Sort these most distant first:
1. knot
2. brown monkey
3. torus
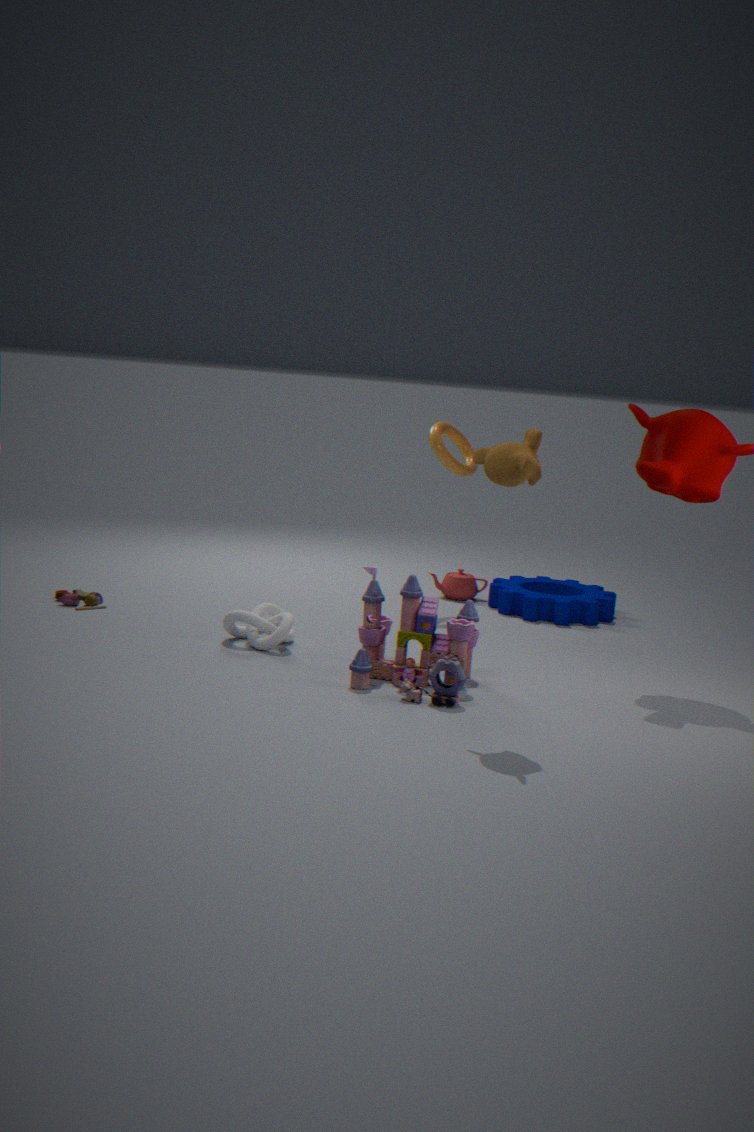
torus
knot
brown monkey
